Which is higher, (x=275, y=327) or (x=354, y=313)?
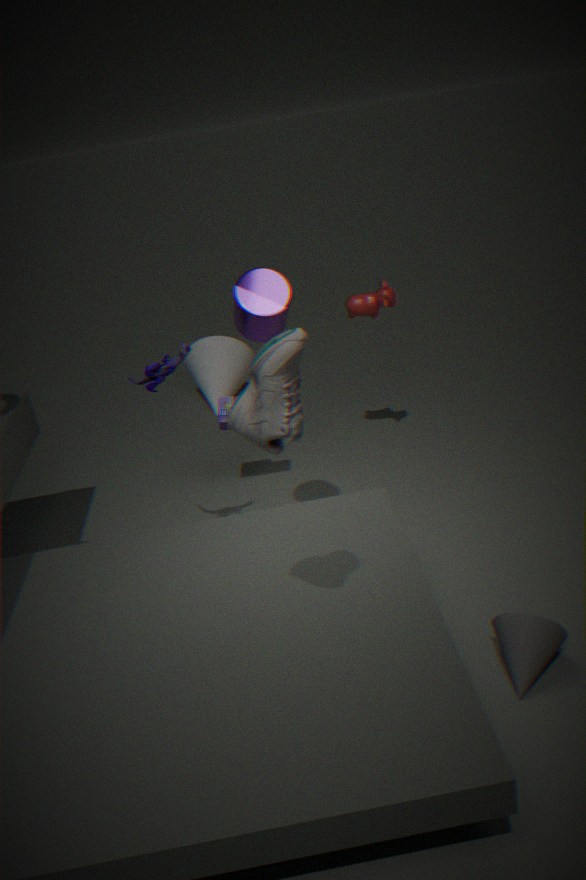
(x=275, y=327)
